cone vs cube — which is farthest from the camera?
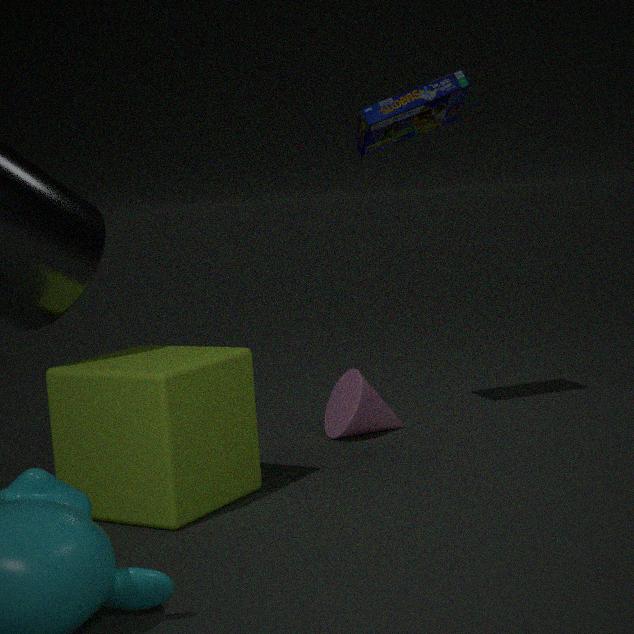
cone
